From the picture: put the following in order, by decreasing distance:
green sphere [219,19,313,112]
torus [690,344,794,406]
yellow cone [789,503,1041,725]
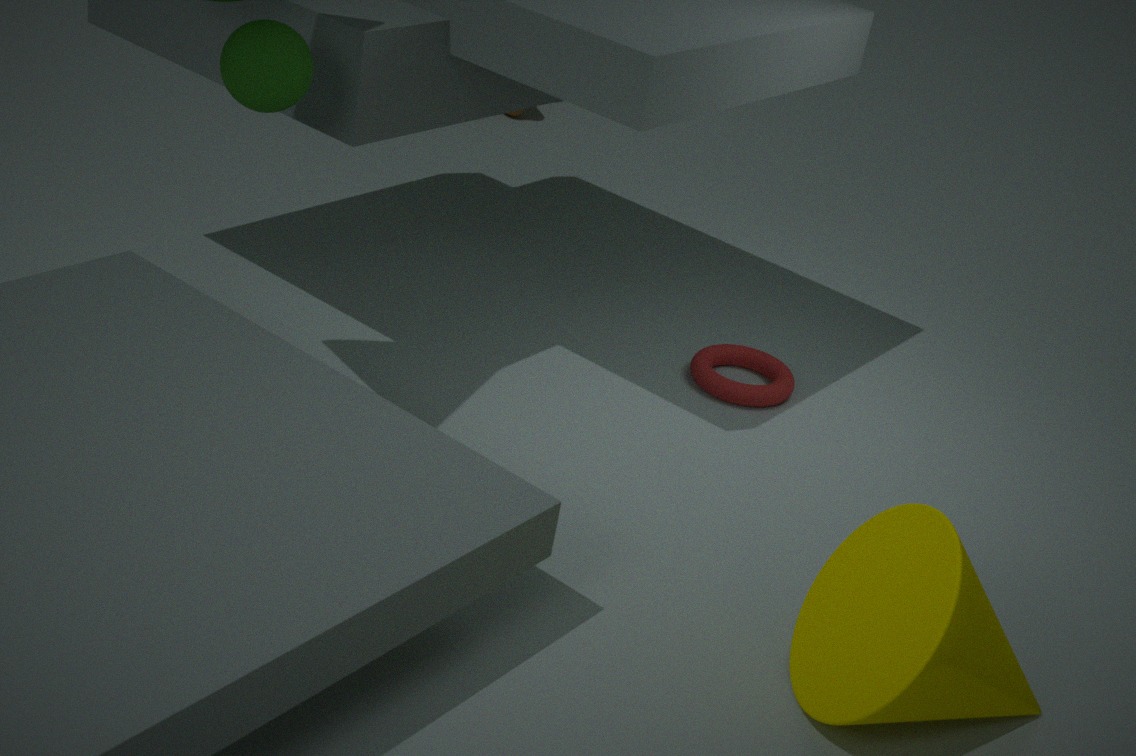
torus [690,344,794,406]
green sphere [219,19,313,112]
yellow cone [789,503,1041,725]
